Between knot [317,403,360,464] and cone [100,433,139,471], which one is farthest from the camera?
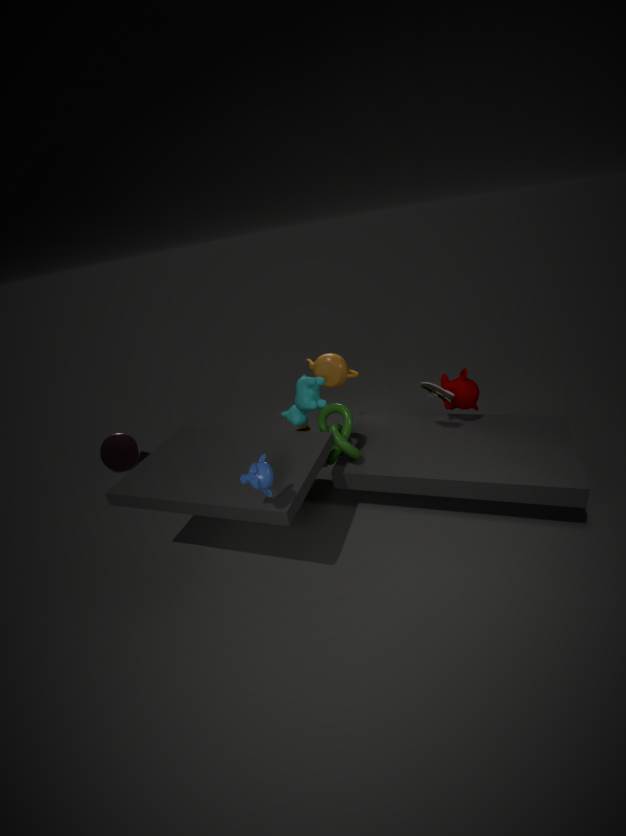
cone [100,433,139,471]
